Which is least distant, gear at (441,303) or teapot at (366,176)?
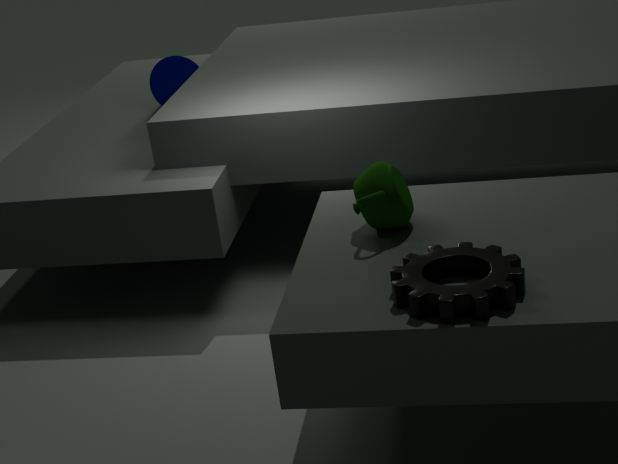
gear at (441,303)
